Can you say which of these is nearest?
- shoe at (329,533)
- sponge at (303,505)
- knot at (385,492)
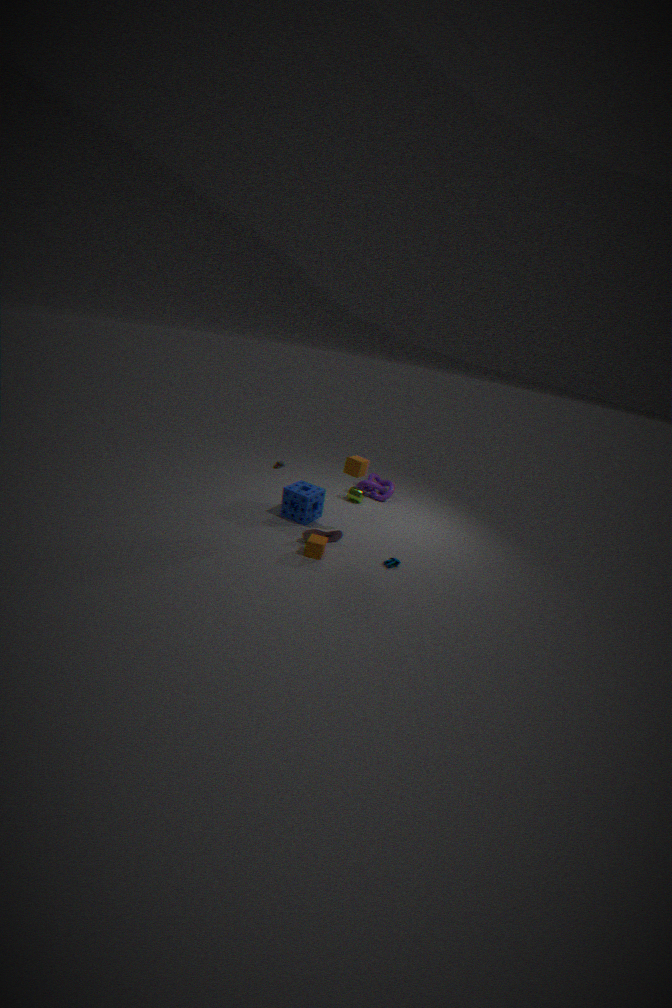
shoe at (329,533)
